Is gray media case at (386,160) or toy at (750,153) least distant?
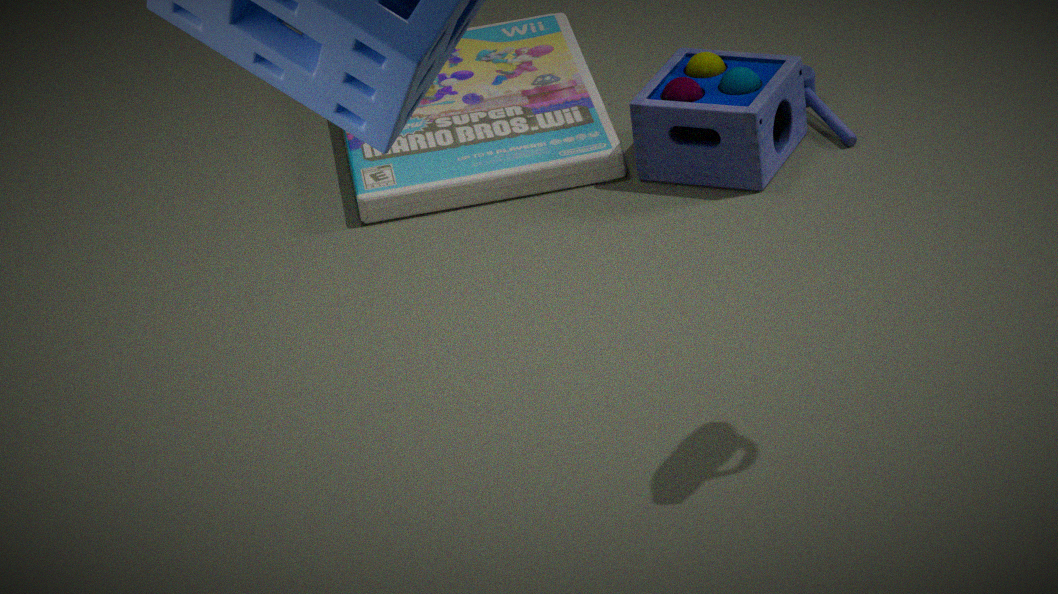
toy at (750,153)
